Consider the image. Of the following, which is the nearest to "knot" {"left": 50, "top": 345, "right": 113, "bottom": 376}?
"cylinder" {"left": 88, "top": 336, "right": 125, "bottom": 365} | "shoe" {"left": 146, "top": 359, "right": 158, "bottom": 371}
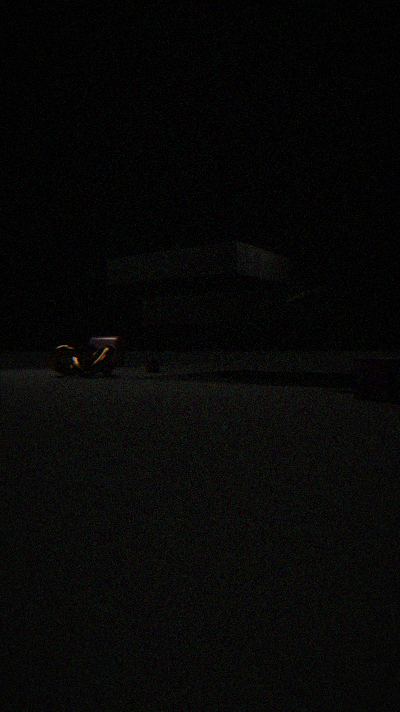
"shoe" {"left": 146, "top": 359, "right": 158, "bottom": 371}
